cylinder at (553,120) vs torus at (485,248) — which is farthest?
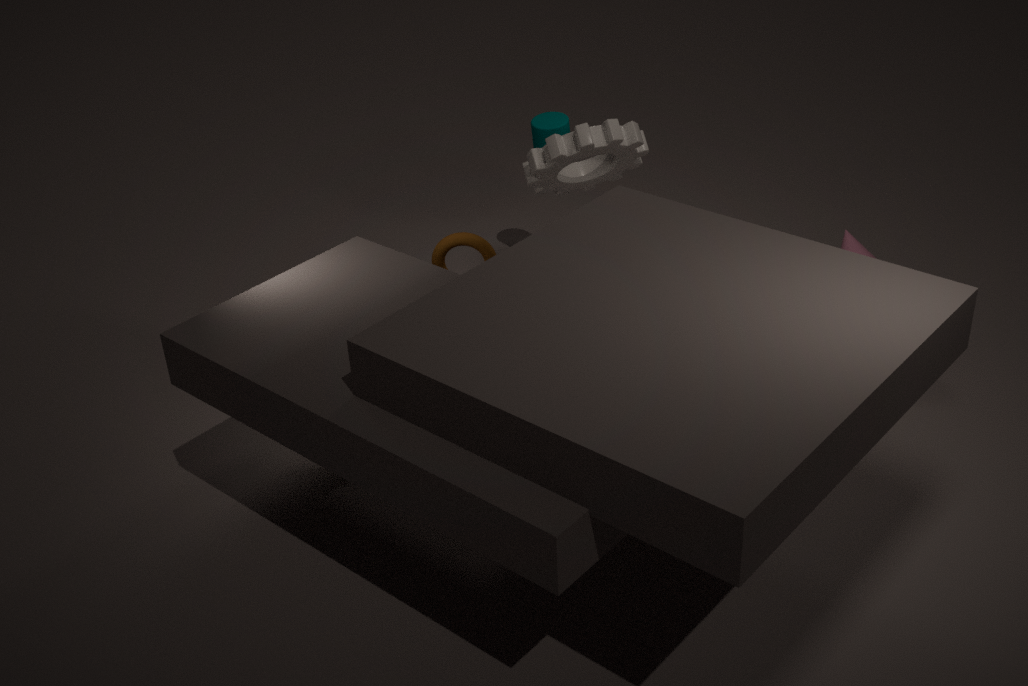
cylinder at (553,120)
